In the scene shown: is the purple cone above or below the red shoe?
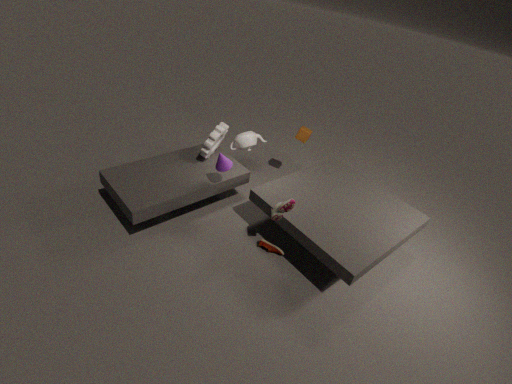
above
